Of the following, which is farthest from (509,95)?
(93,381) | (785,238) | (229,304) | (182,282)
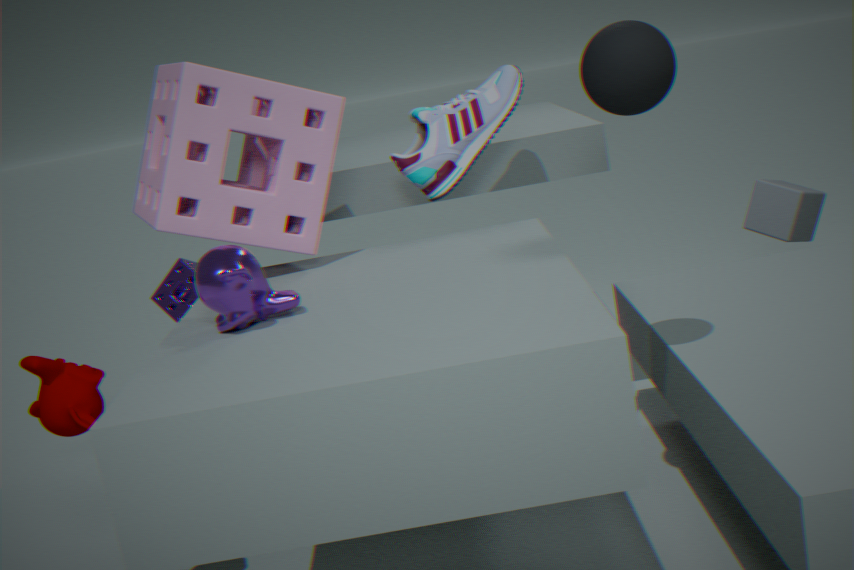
(785,238)
